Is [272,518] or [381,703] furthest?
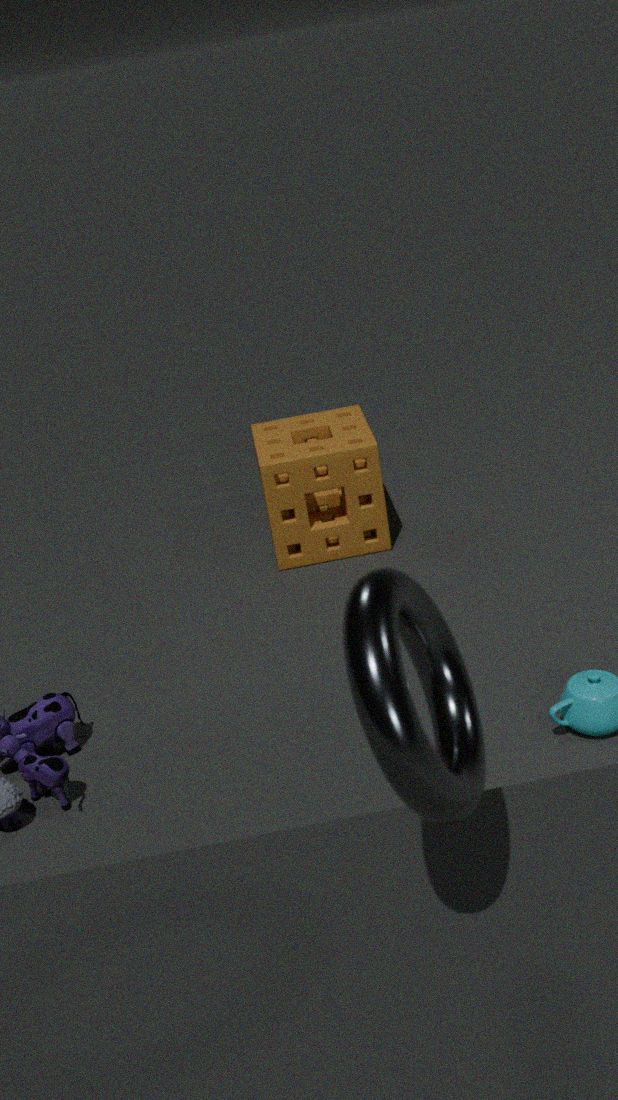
[272,518]
